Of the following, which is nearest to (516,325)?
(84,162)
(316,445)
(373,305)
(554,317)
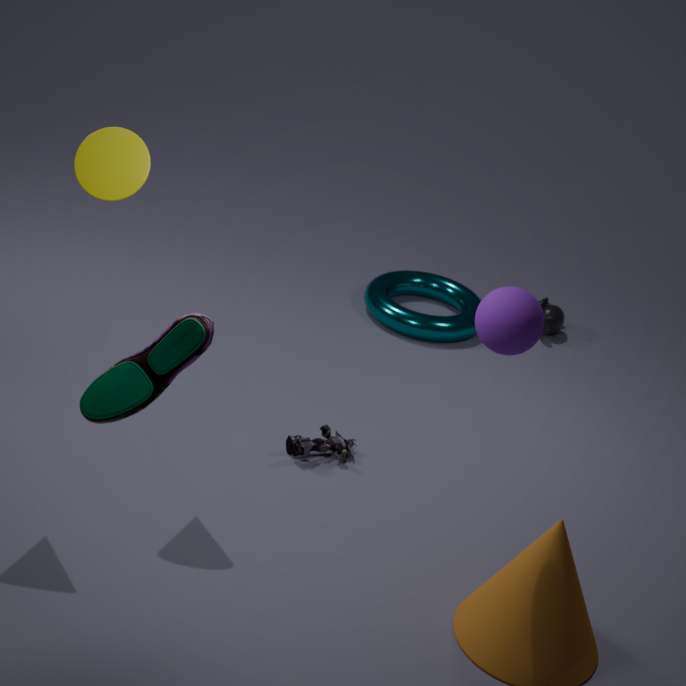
(84,162)
